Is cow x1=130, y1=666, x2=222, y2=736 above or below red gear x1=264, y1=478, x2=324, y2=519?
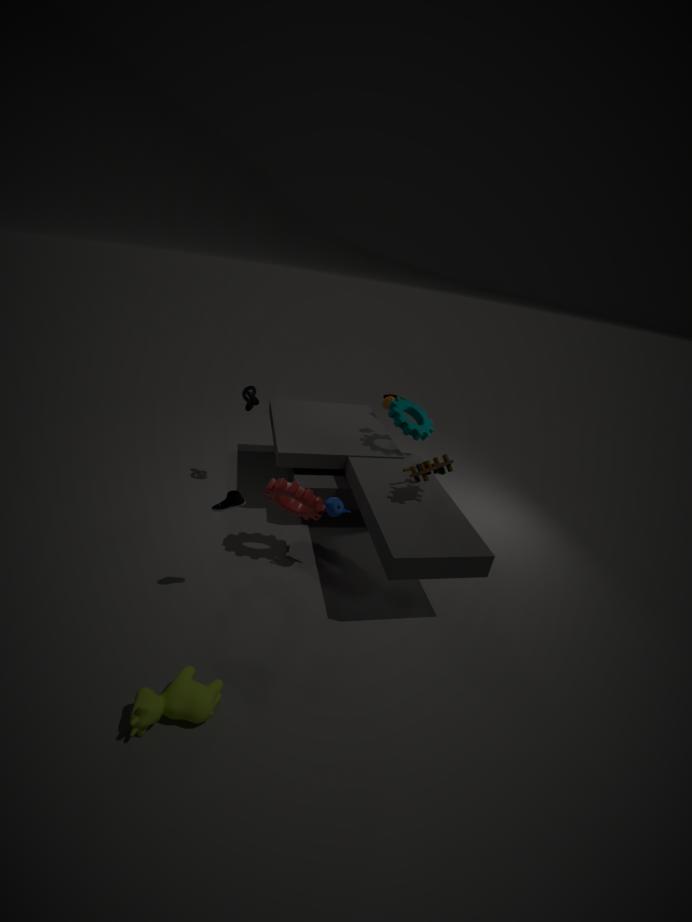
below
